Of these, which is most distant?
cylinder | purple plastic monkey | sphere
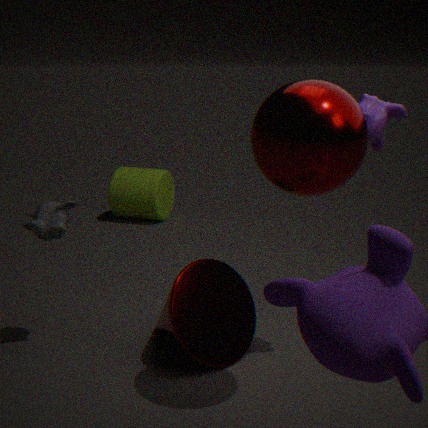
cylinder
